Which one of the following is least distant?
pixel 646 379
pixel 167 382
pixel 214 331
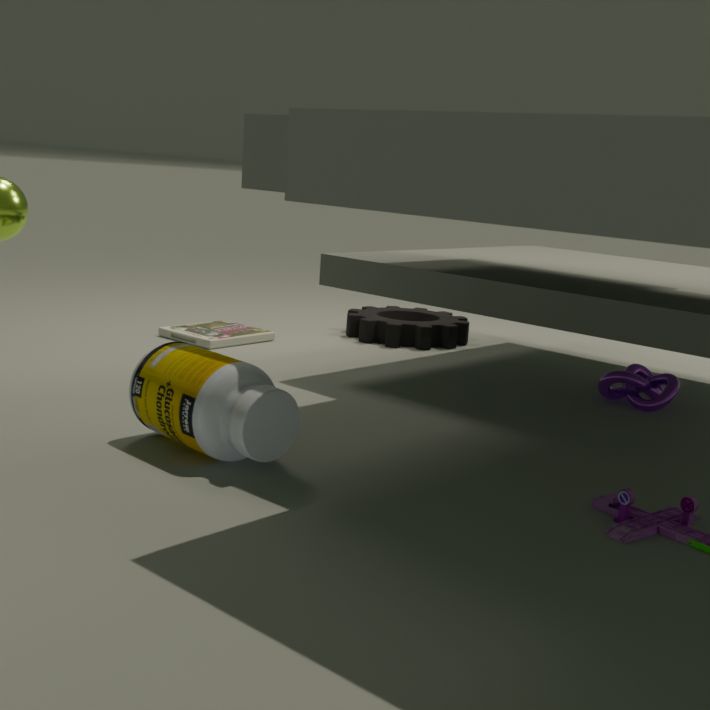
pixel 167 382
